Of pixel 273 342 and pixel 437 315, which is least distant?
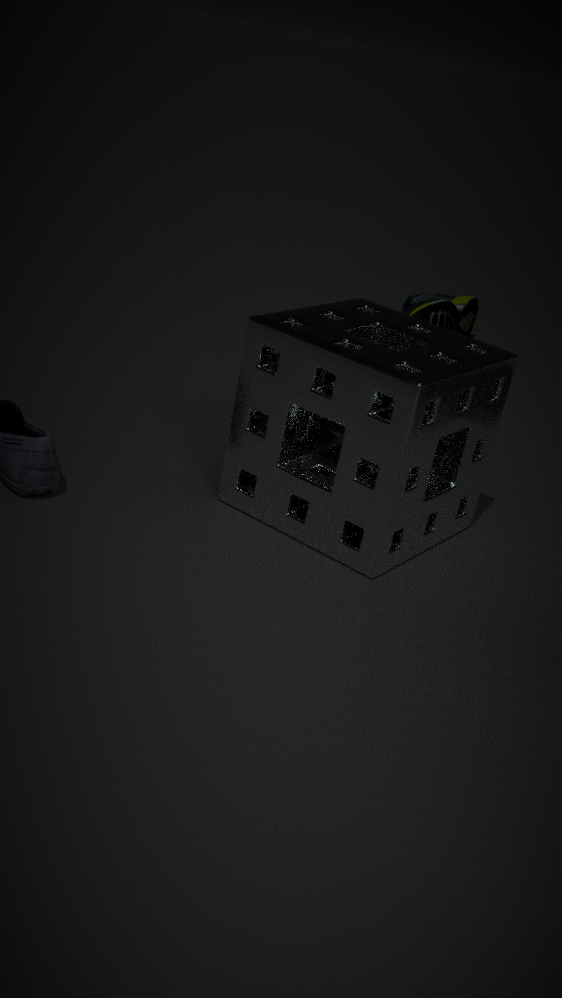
pixel 273 342
